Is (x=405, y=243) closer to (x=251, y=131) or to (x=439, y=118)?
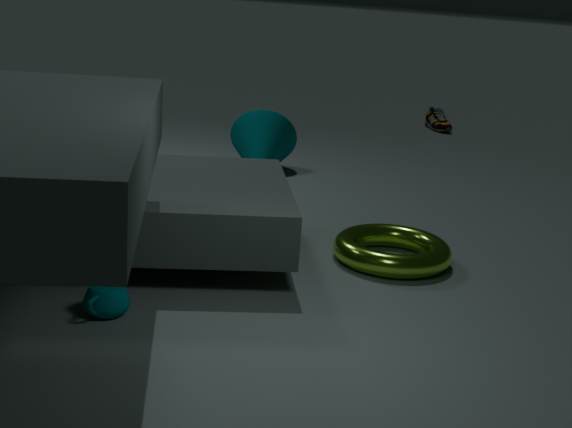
(x=251, y=131)
